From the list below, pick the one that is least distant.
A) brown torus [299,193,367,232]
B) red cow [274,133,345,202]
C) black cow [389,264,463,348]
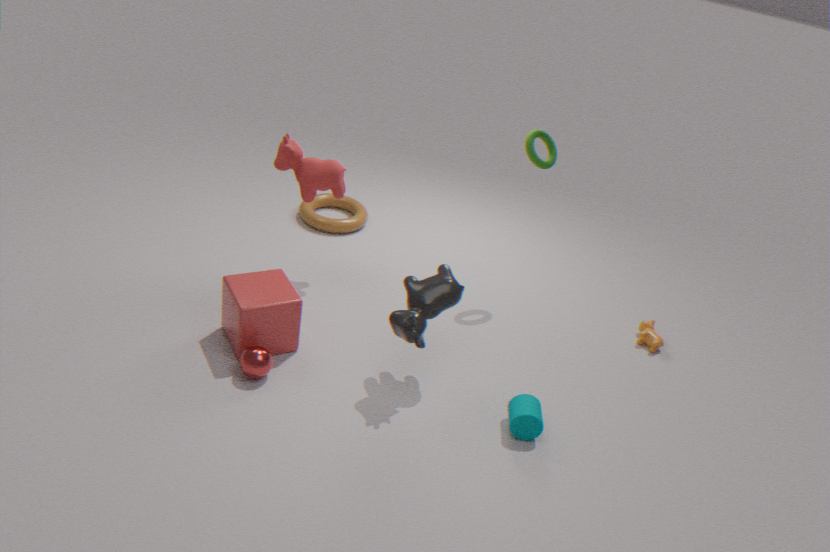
black cow [389,264,463,348]
